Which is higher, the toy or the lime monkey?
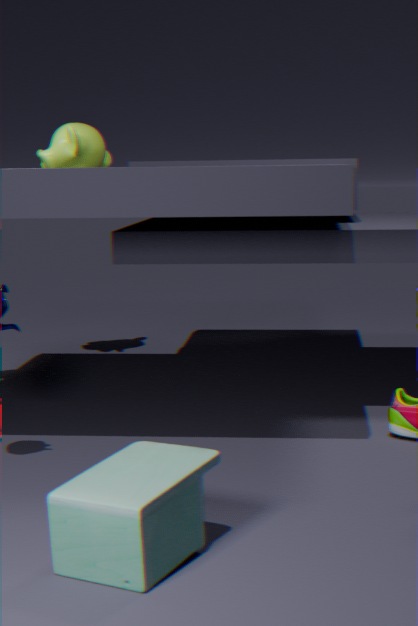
the lime monkey
